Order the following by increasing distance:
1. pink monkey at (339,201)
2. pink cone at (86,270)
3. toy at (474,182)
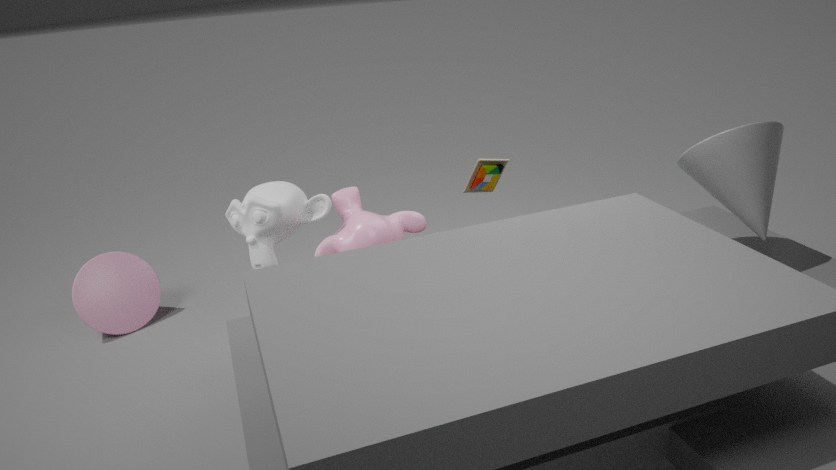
1. pink monkey at (339,201)
2. toy at (474,182)
3. pink cone at (86,270)
